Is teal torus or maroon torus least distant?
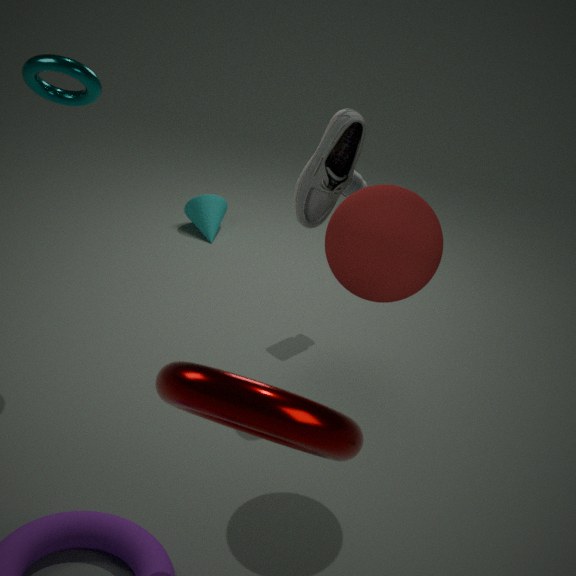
maroon torus
